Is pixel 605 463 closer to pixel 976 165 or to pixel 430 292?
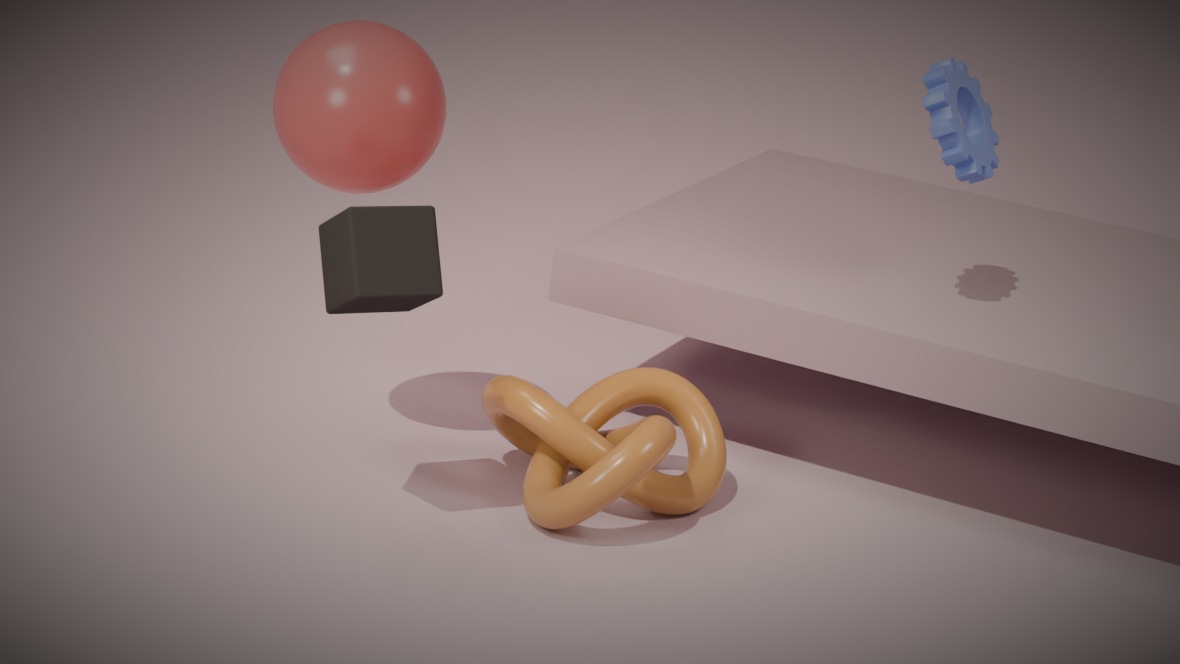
pixel 430 292
